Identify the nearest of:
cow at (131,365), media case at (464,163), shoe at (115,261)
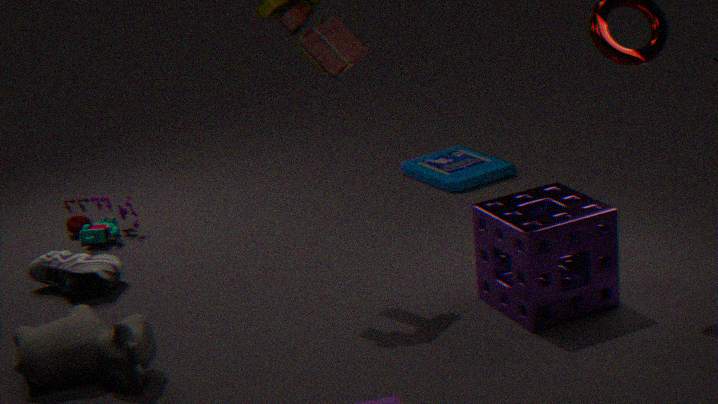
cow at (131,365)
